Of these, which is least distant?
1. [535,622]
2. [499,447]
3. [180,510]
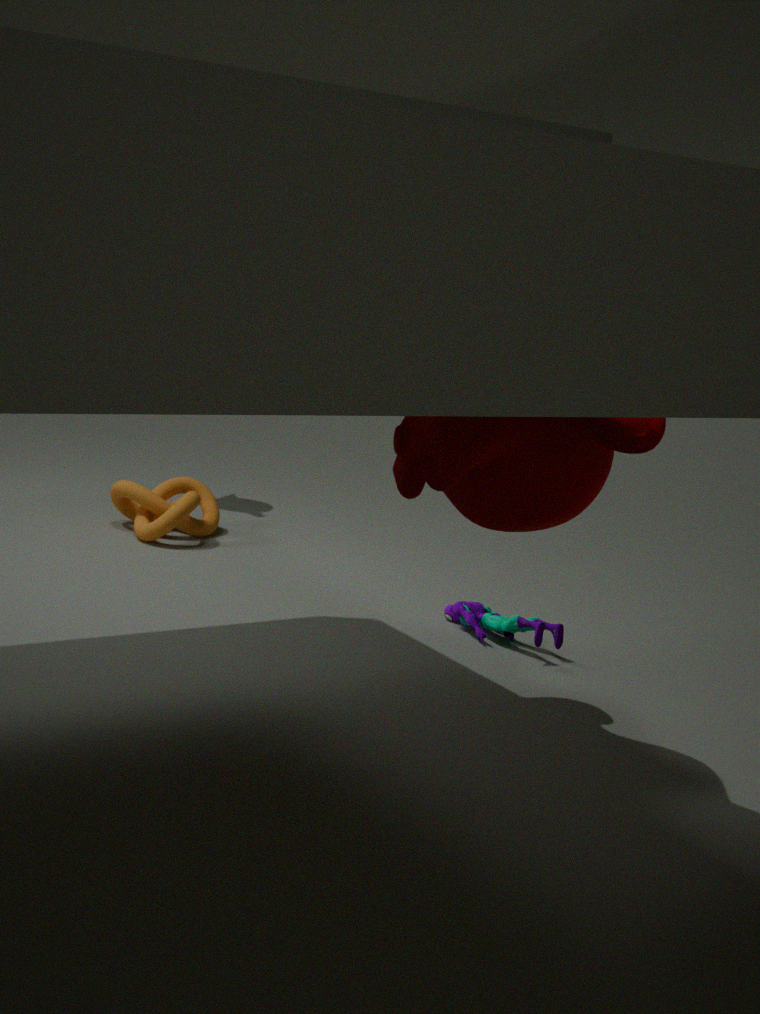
[499,447]
